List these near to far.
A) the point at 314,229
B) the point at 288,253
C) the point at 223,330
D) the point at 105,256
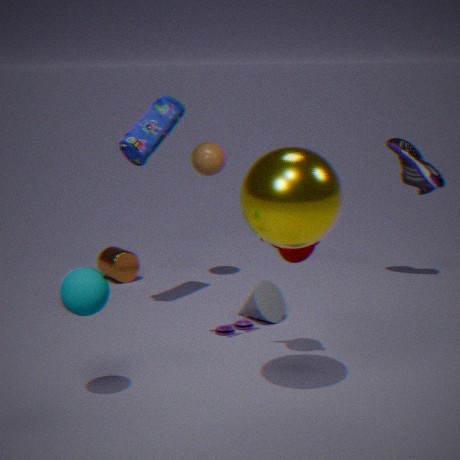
the point at 314,229
the point at 288,253
the point at 223,330
the point at 105,256
